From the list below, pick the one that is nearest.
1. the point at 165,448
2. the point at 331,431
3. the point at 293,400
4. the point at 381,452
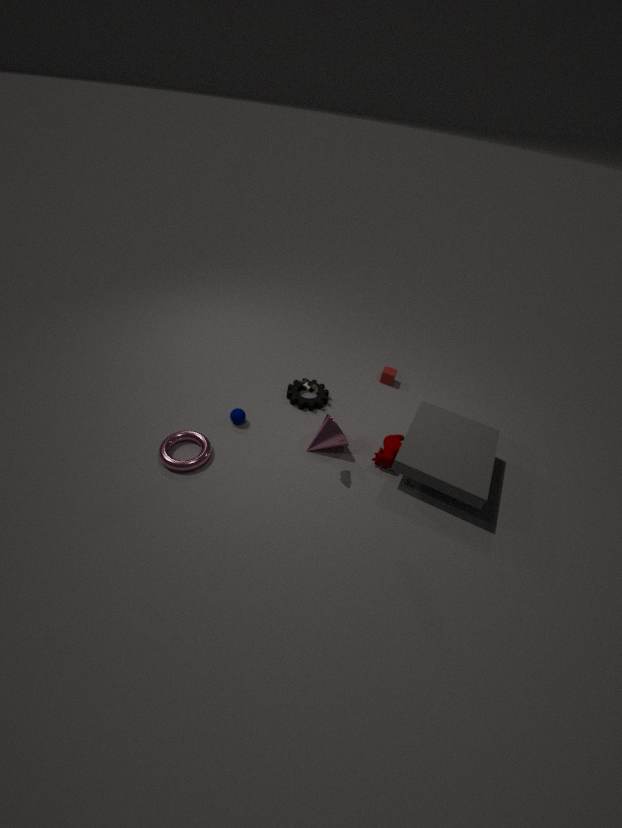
the point at 165,448
